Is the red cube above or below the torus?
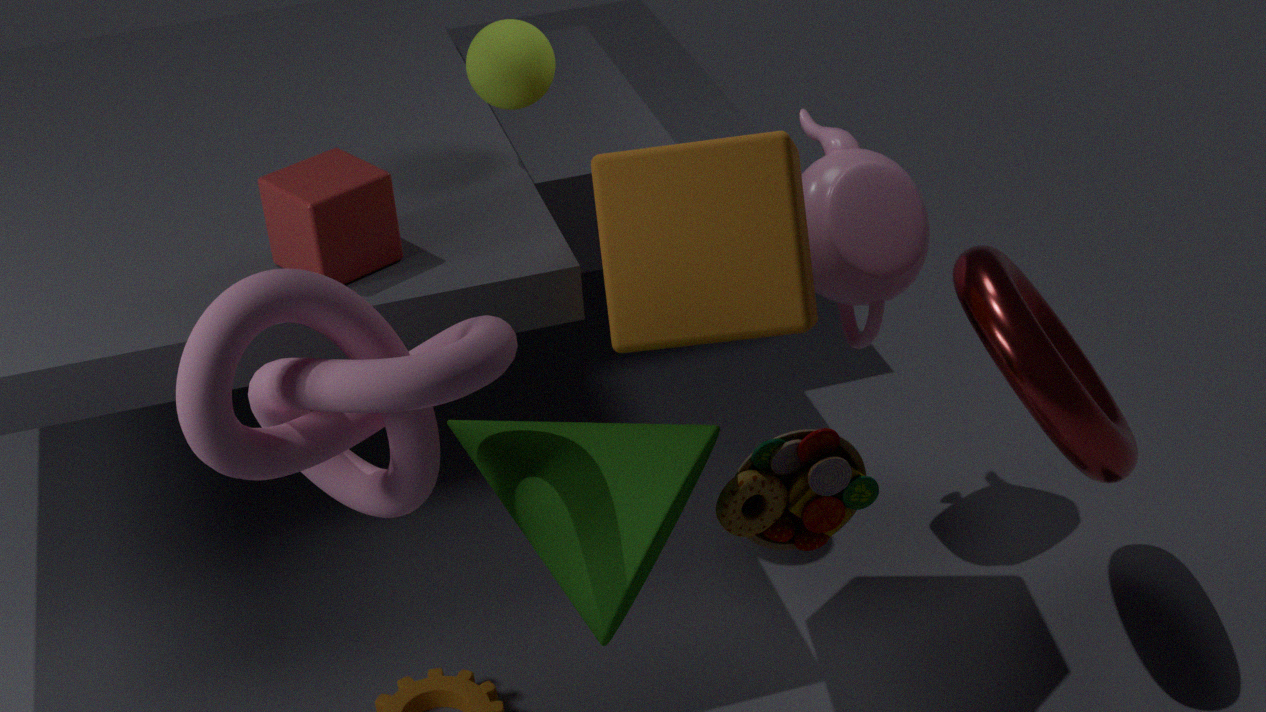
above
